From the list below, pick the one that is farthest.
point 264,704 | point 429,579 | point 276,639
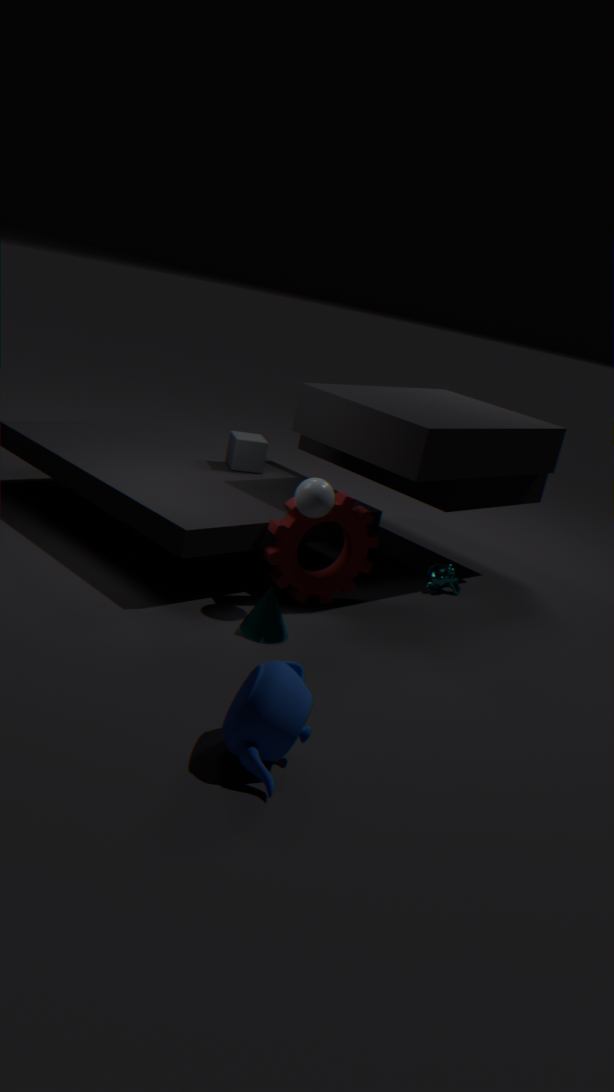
point 429,579
